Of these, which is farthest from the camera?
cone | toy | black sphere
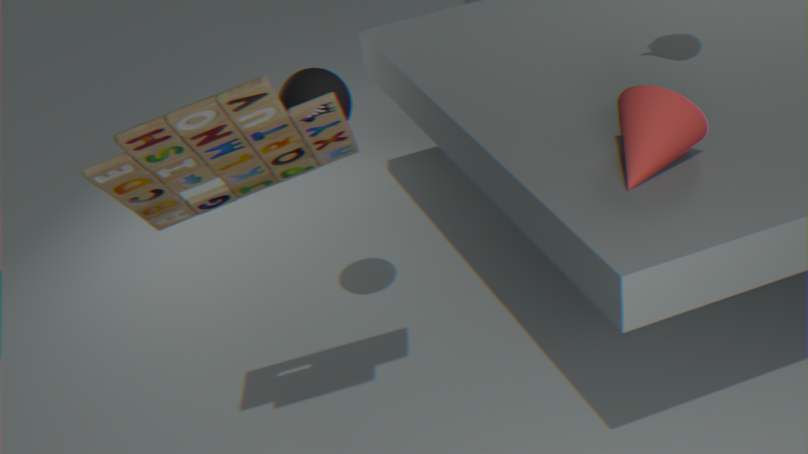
black sphere
